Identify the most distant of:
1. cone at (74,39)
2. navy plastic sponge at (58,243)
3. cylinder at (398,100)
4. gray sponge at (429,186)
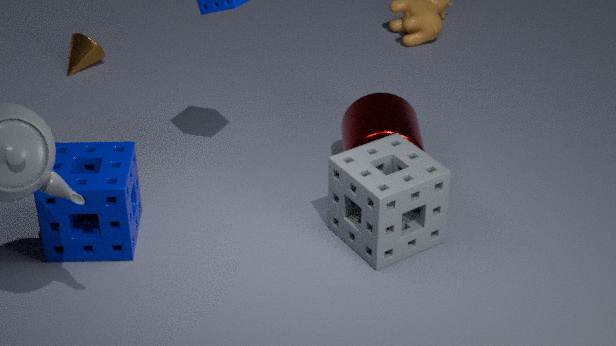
cone at (74,39)
